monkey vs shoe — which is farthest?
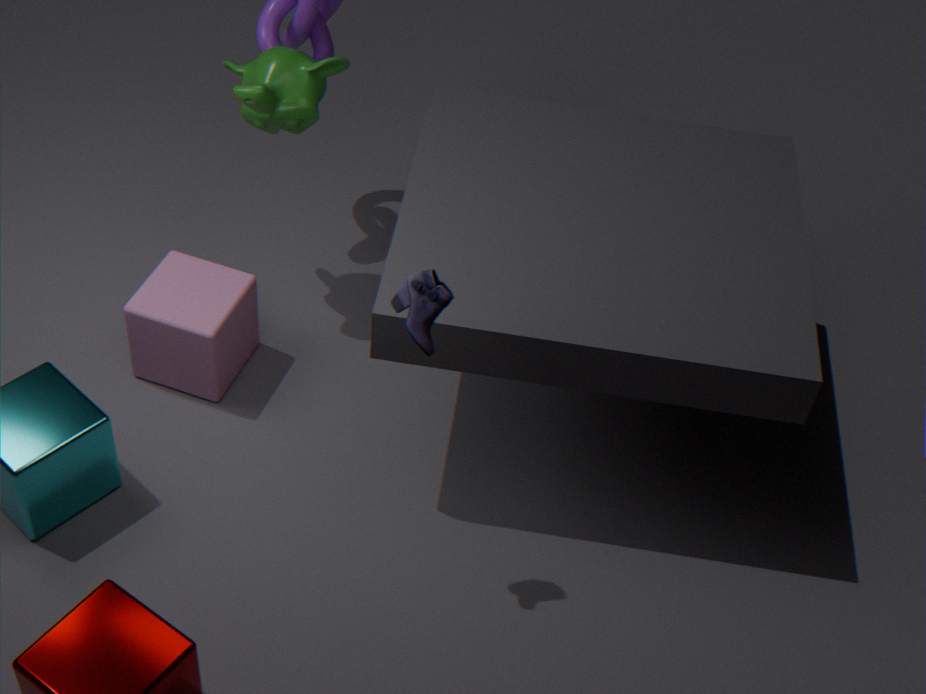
monkey
